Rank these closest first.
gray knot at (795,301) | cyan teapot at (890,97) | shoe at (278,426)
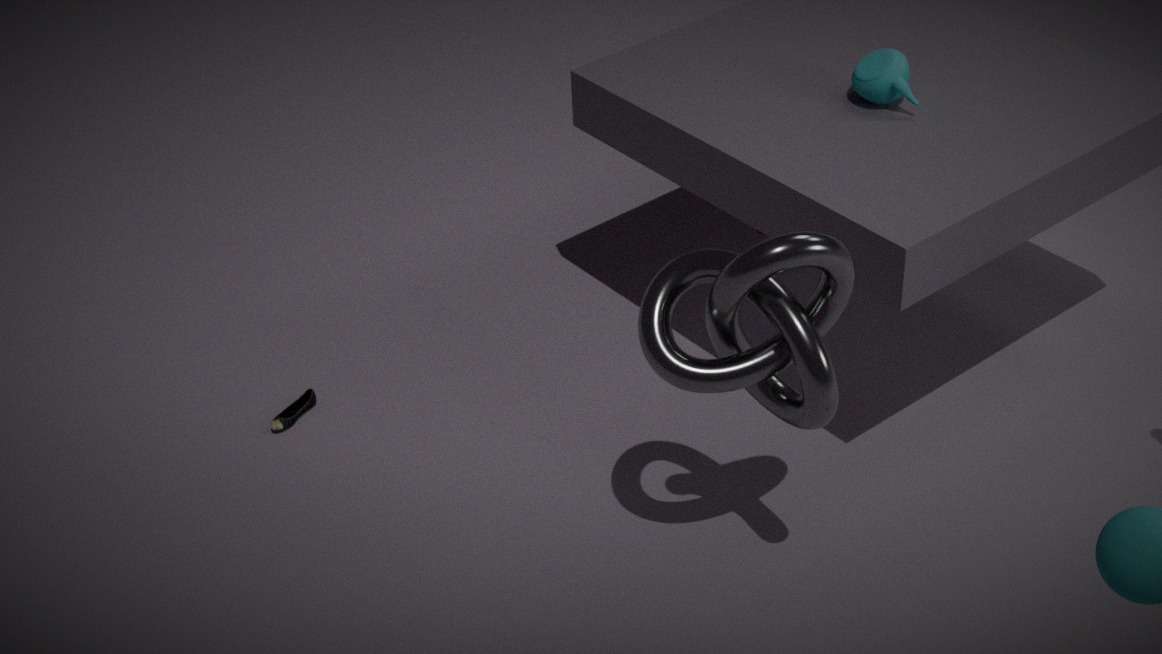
gray knot at (795,301) → cyan teapot at (890,97) → shoe at (278,426)
